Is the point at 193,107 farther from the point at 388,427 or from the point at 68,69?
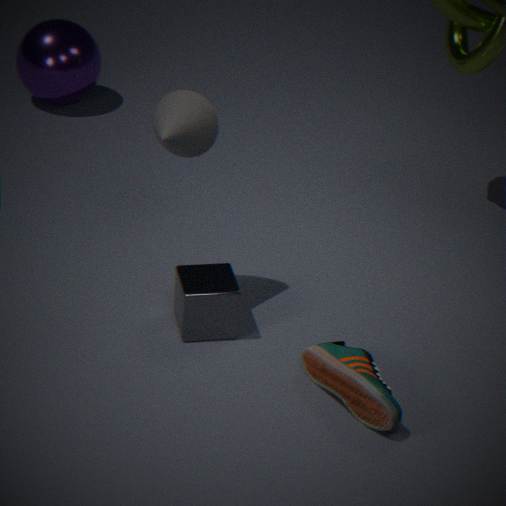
the point at 68,69
